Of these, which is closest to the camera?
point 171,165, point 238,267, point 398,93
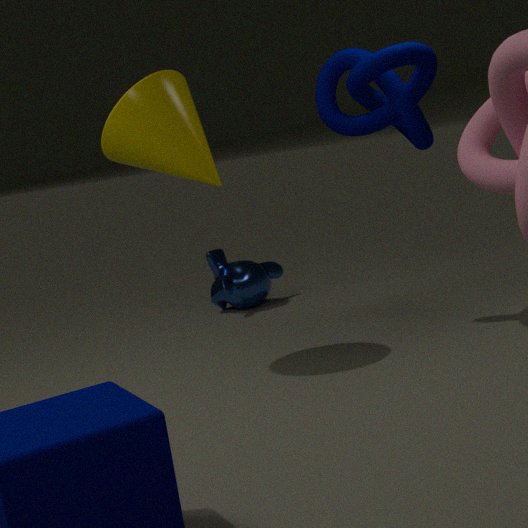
point 171,165
